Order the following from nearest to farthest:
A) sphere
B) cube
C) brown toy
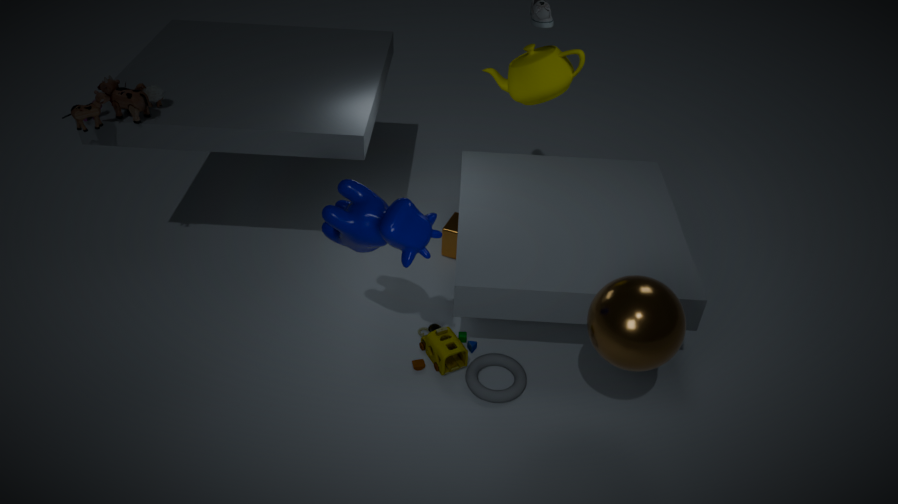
sphere → brown toy → cube
